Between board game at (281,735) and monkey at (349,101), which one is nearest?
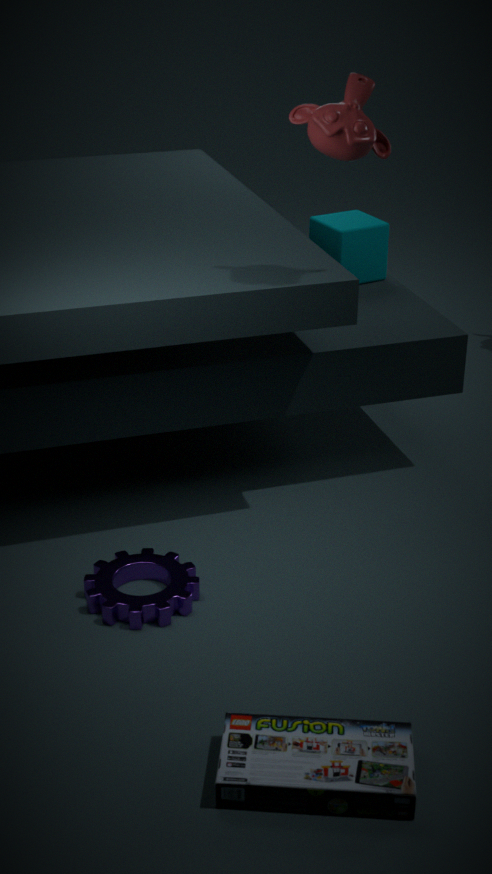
board game at (281,735)
